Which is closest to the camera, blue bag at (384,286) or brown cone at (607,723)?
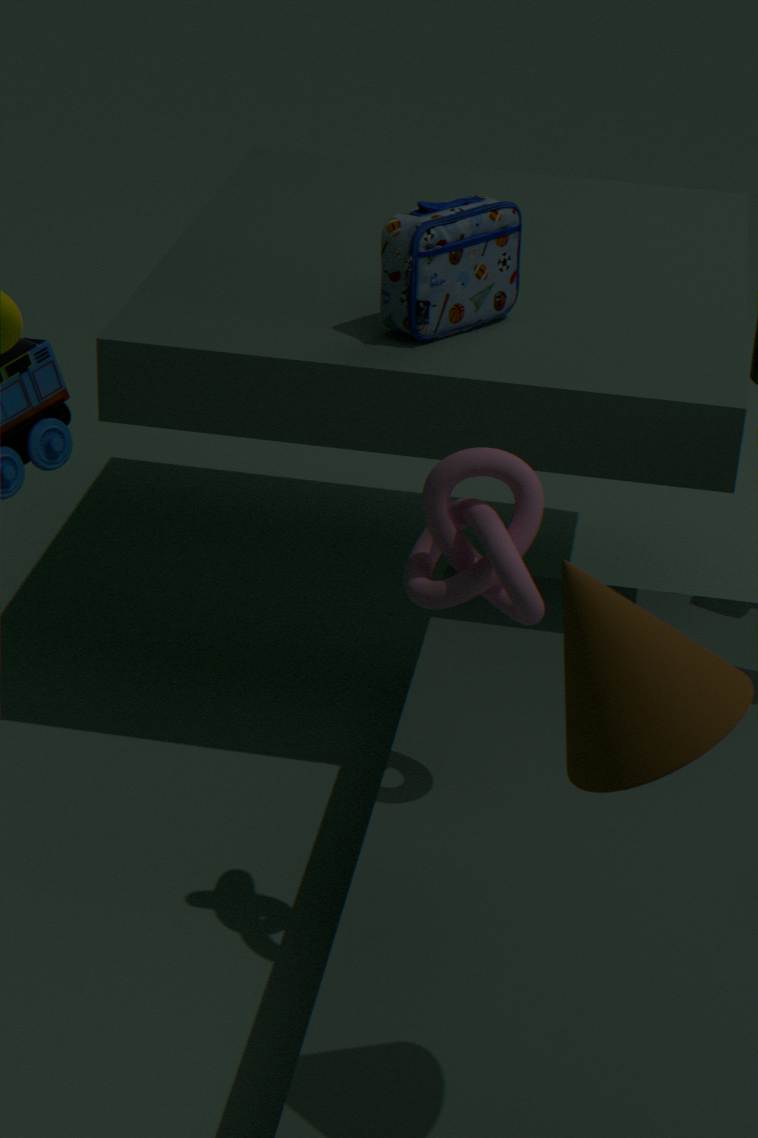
brown cone at (607,723)
